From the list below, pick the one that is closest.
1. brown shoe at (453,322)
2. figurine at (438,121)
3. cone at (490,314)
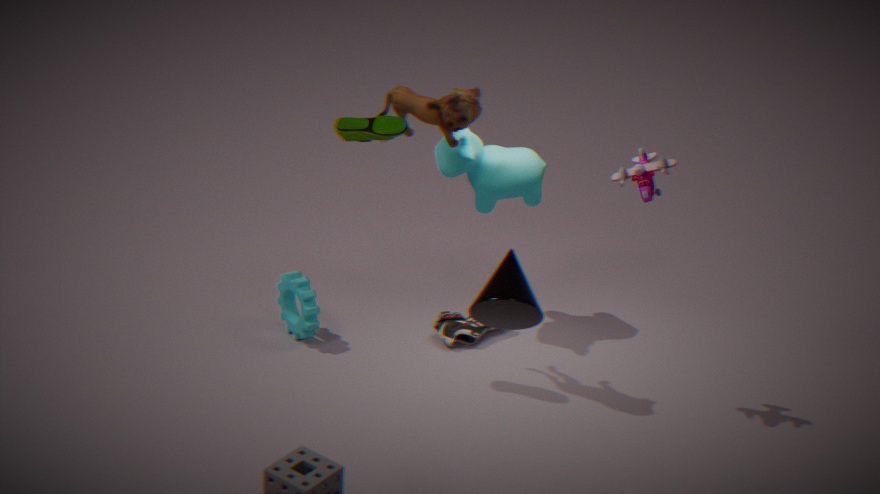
cone at (490,314)
